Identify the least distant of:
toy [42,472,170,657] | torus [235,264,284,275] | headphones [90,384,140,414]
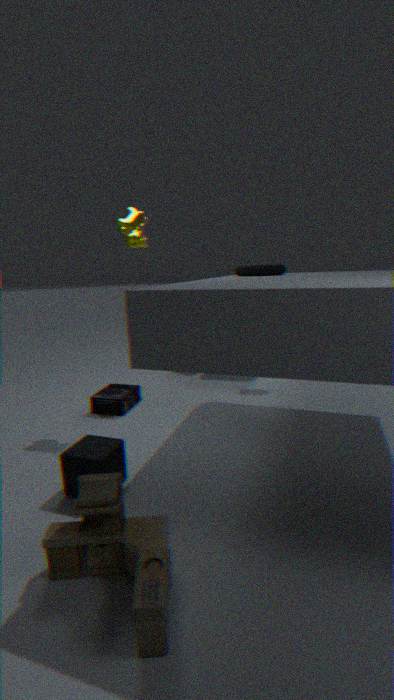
toy [42,472,170,657]
